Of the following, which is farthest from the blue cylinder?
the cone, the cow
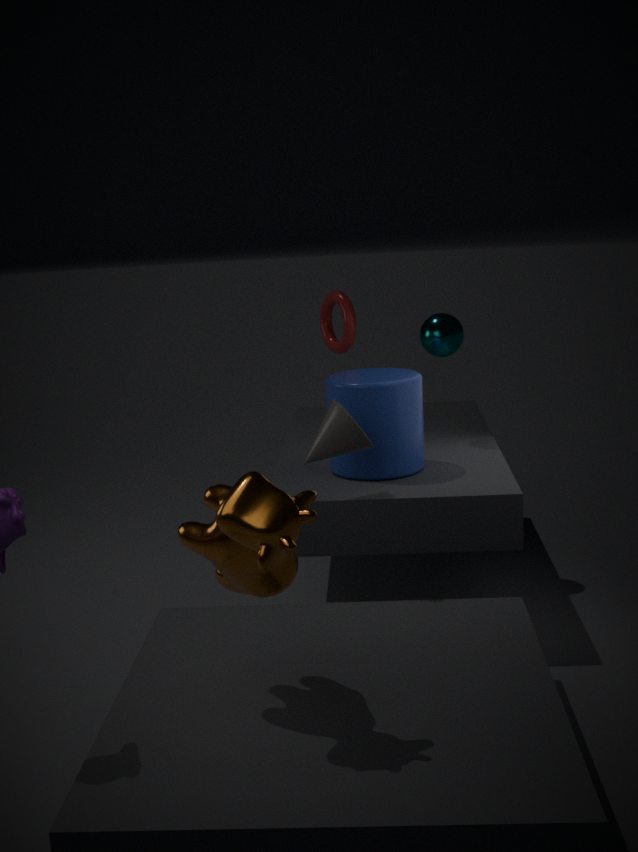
the cow
